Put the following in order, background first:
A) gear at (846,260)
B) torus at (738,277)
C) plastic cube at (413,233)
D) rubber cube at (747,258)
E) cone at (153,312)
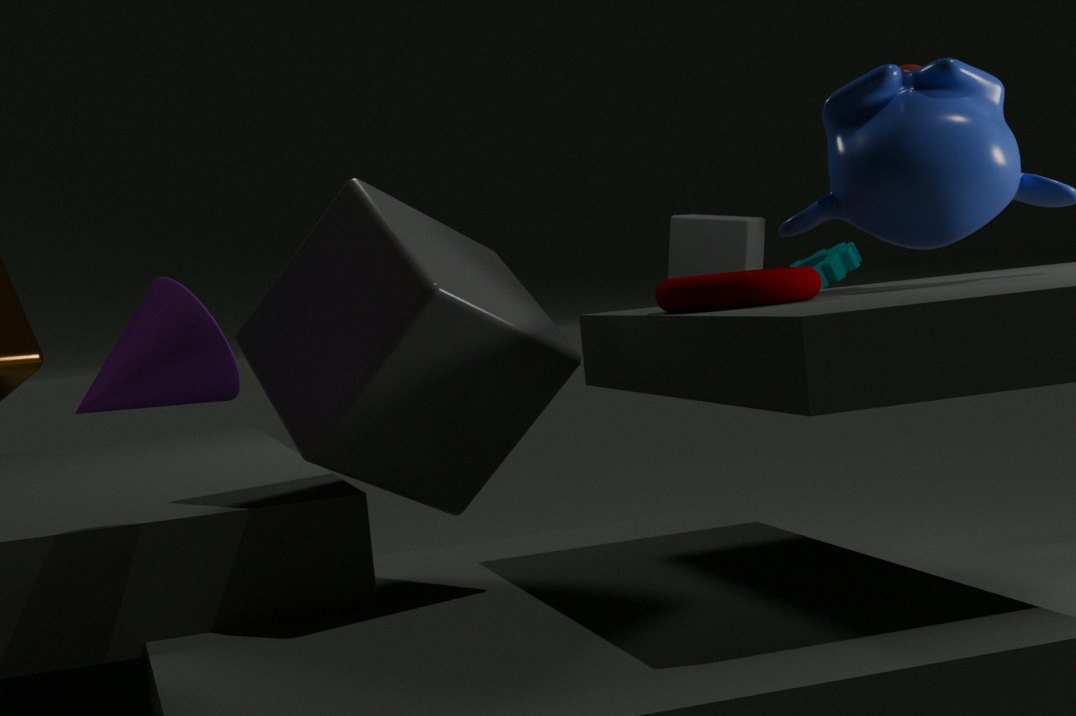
gear at (846,260)
rubber cube at (747,258)
plastic cube at (413,233)
torus at (738,277)
cone at (153,312)
